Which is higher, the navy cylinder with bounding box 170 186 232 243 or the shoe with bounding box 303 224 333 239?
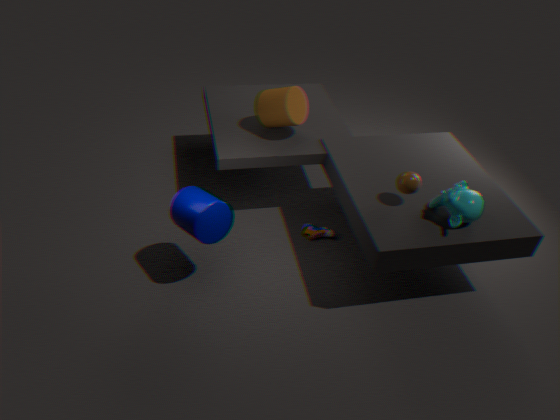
the navy cylinder with bounding box 170 186 232 243
